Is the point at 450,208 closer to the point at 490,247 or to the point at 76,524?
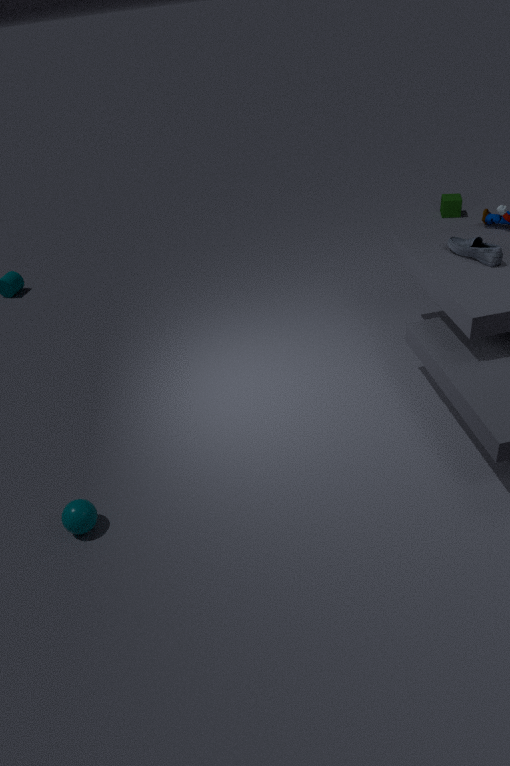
the point at 490,247
